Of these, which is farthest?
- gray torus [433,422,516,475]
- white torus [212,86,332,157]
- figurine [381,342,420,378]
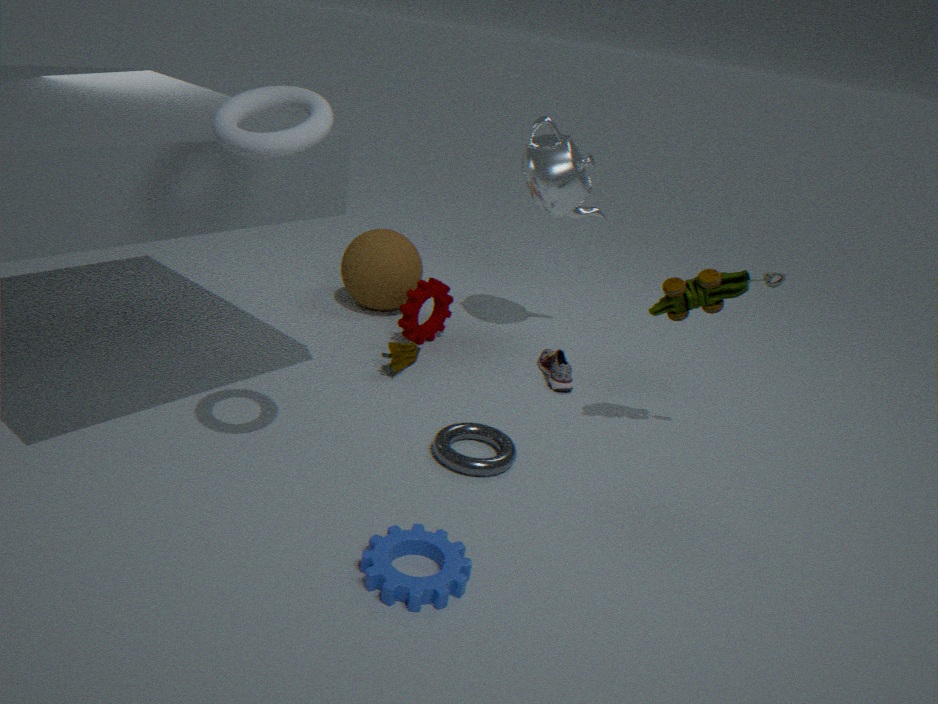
figurine [381,342,420,378]
